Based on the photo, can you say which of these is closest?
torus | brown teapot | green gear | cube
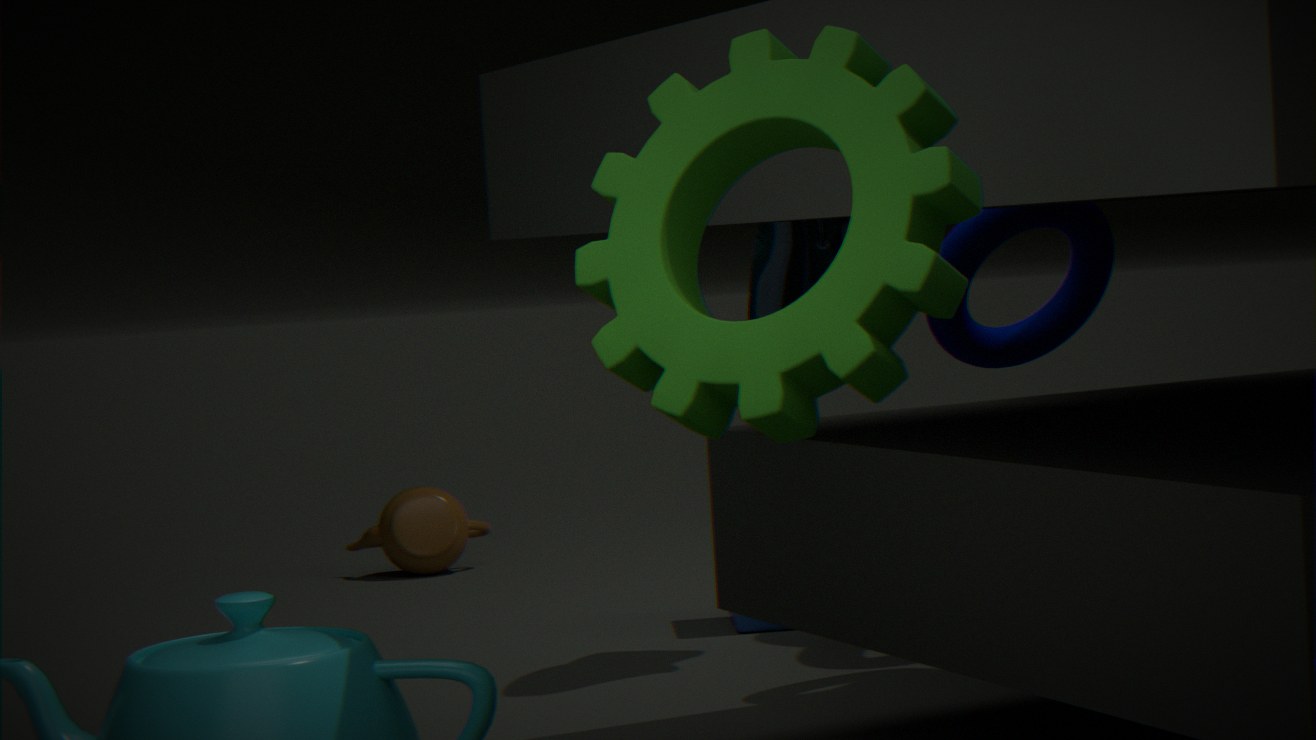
green gear
